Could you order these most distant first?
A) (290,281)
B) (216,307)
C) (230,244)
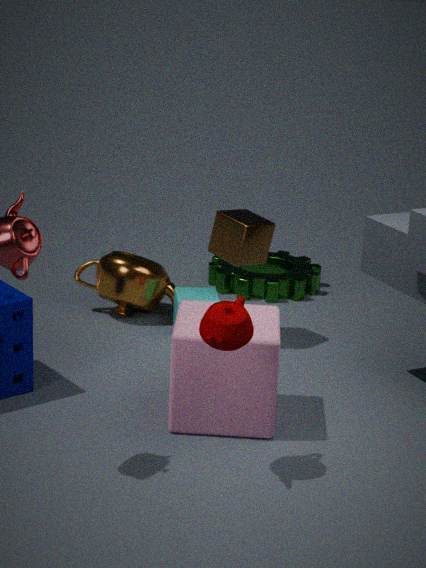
(290,281)
(230,244)
(216,307)
